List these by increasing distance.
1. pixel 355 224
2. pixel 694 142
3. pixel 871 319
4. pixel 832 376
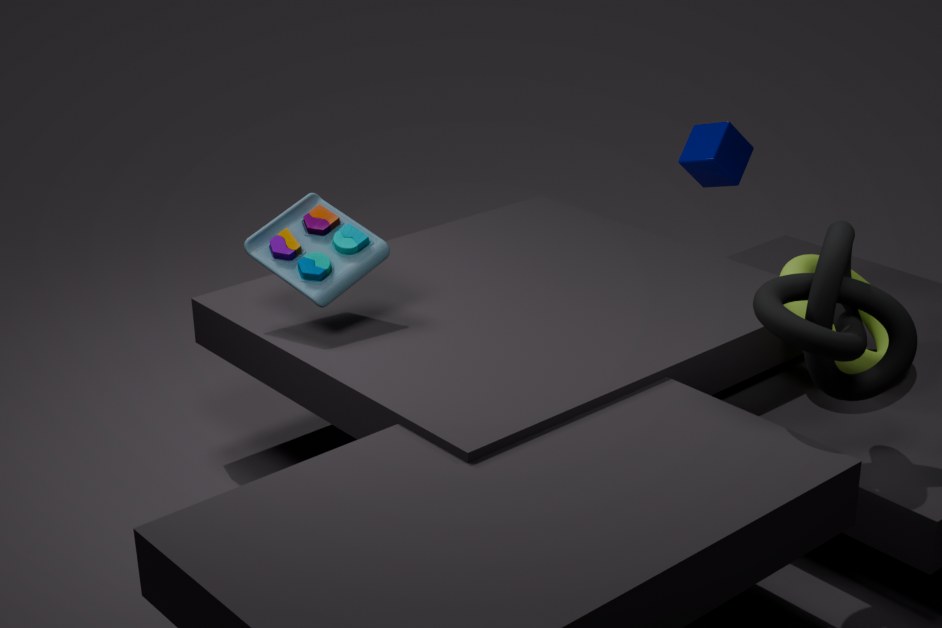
pixel 832 376 < pixel 355 224 < pixel 871 319 < pixel 694 142
